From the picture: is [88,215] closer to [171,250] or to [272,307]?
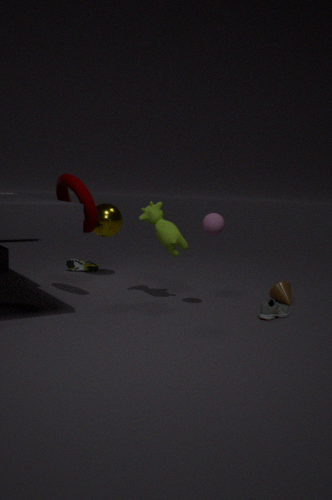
[171,250]
